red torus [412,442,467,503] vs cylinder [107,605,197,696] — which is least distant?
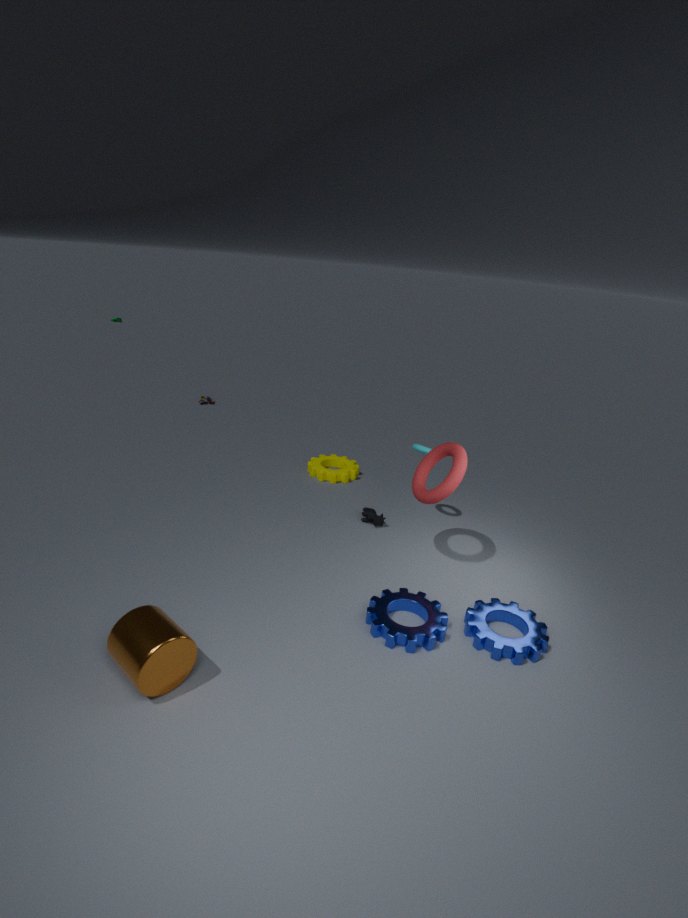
cylinder [107,605,197,696]
